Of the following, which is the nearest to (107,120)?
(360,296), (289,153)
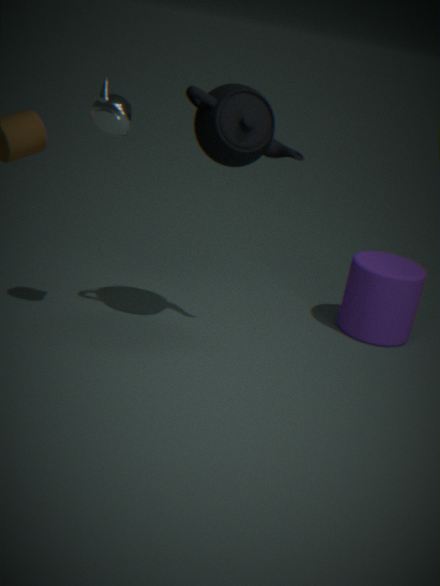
(289,153)
